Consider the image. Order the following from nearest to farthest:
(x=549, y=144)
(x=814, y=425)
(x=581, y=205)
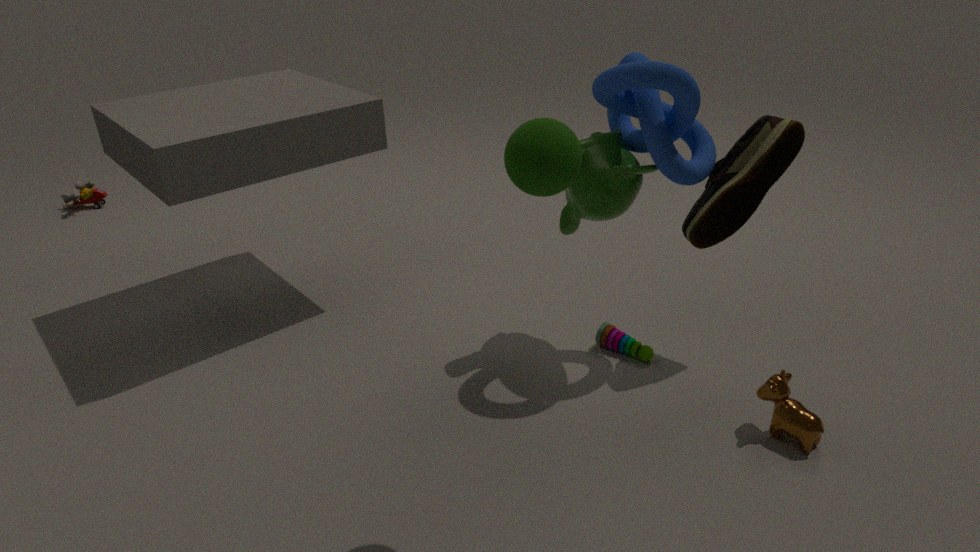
(x=549, y=144), (x=814, y=425), (x=581, y=205)
